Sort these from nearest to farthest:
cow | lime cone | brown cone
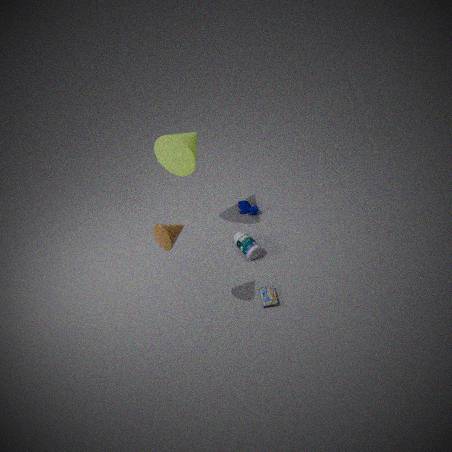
brown cone, lime cone, cow
